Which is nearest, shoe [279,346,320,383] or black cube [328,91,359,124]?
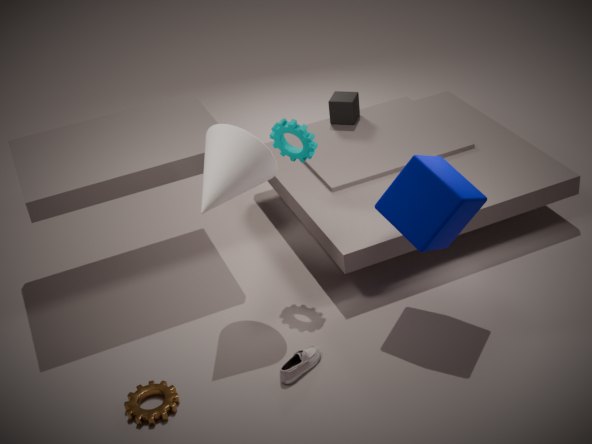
shoe [279,346,320,383]
